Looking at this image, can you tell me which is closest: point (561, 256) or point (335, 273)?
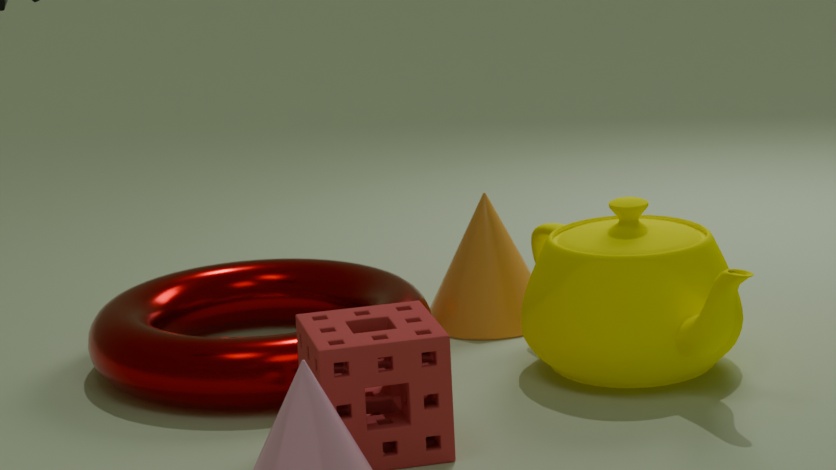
point (561, 256)
